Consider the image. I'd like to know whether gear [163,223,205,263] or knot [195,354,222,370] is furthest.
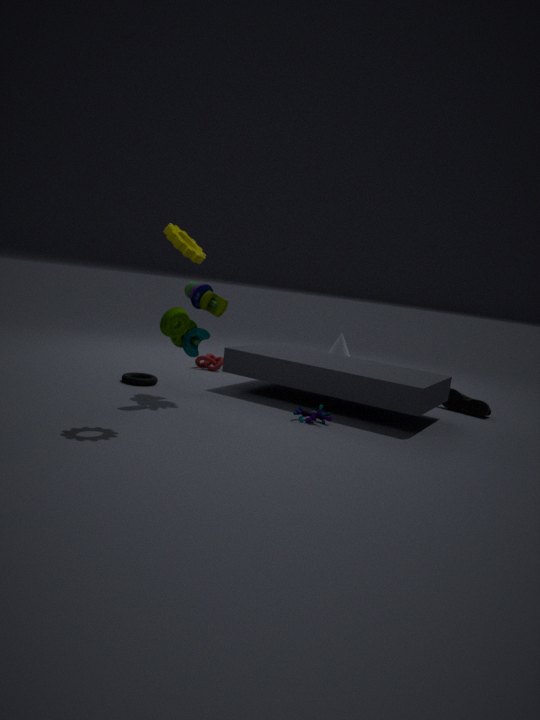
knot [195,354,222,370]
